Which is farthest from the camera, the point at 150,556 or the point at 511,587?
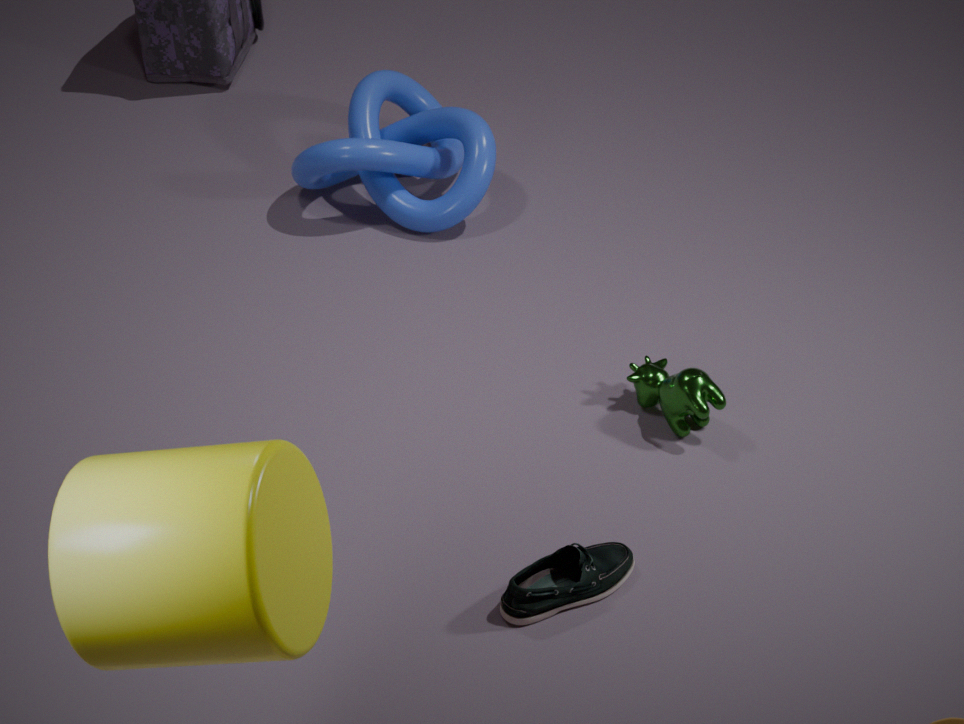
the point at 511,587
